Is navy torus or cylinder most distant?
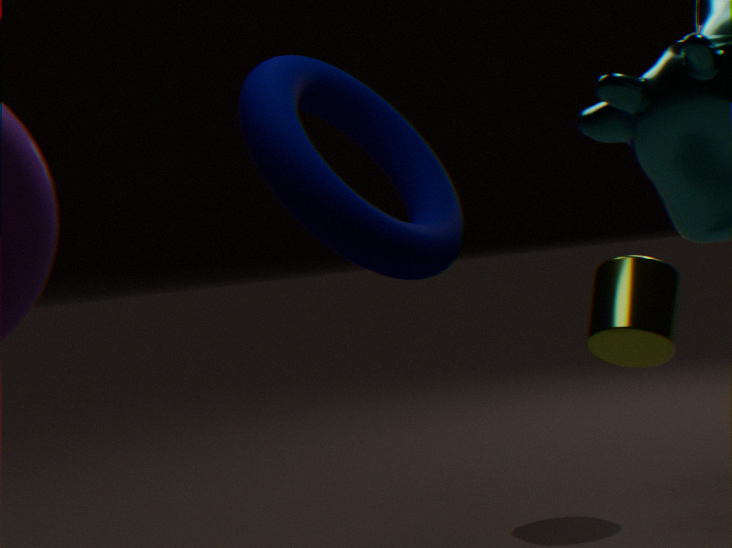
cylinder
